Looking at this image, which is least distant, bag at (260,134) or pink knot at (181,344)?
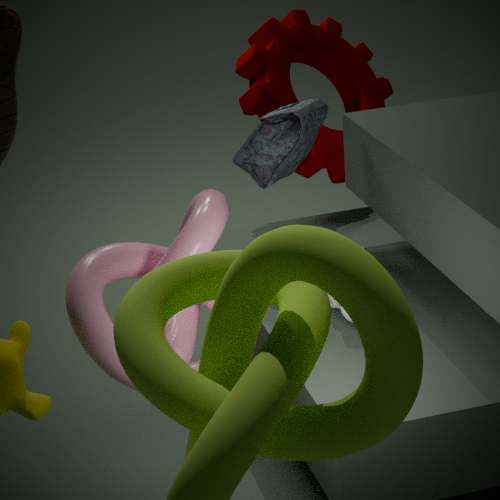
pink knot at (181,344)
